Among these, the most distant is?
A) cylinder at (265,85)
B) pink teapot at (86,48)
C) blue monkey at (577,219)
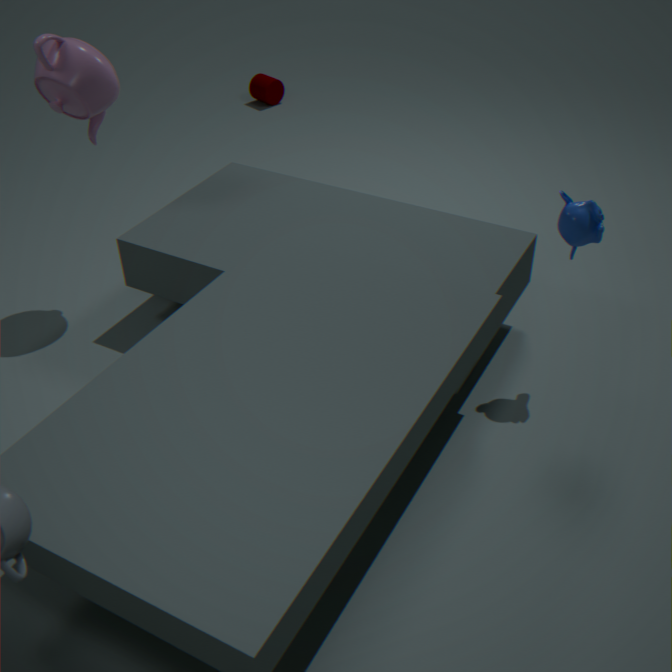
cylinder at (265,85)
